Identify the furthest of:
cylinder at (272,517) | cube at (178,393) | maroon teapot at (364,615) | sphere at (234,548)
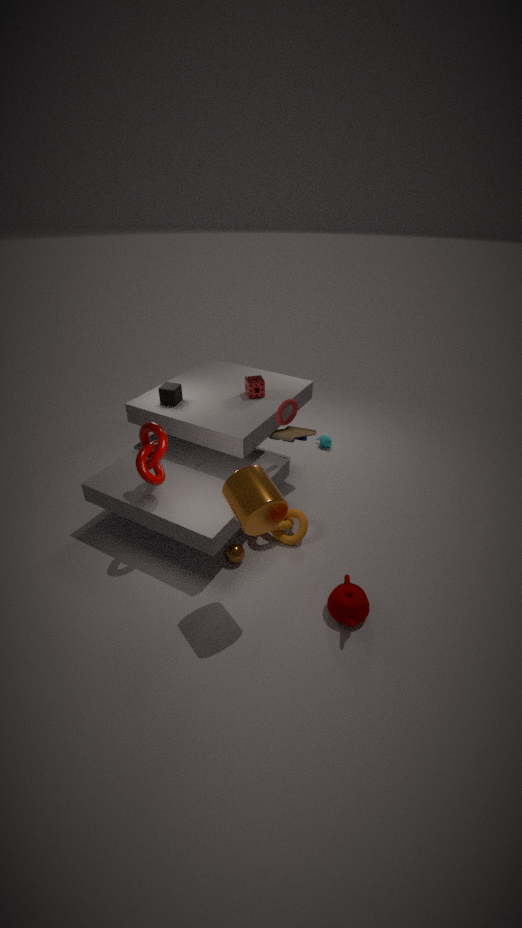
cube at (178,393)
